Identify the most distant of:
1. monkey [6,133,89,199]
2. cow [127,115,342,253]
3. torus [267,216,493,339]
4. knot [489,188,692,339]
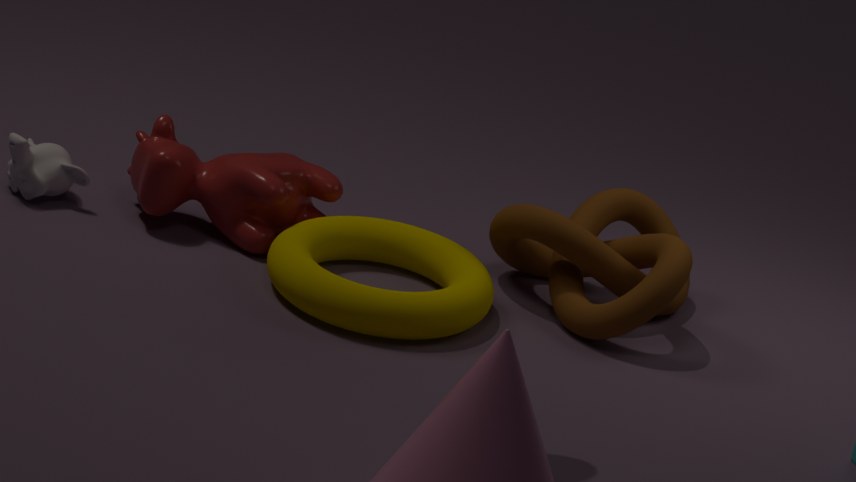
monkey [6,133,89,199]
